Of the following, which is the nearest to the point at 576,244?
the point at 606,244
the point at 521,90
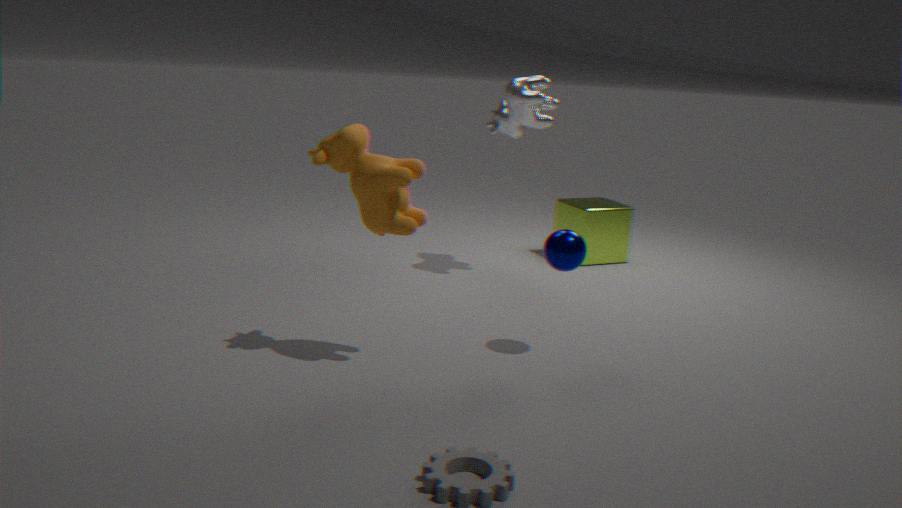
the point at 521,90
